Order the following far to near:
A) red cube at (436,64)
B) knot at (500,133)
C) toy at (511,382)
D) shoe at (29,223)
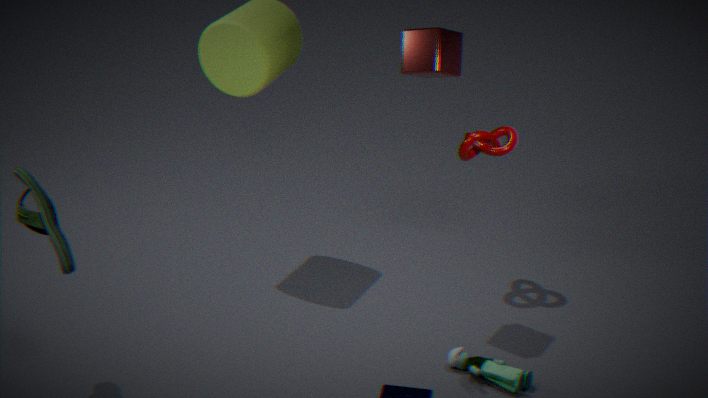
B. knot at (500,133)
A. red cube at (436,64)
C. toy at (511,382)
D. shoe at (29,223)
